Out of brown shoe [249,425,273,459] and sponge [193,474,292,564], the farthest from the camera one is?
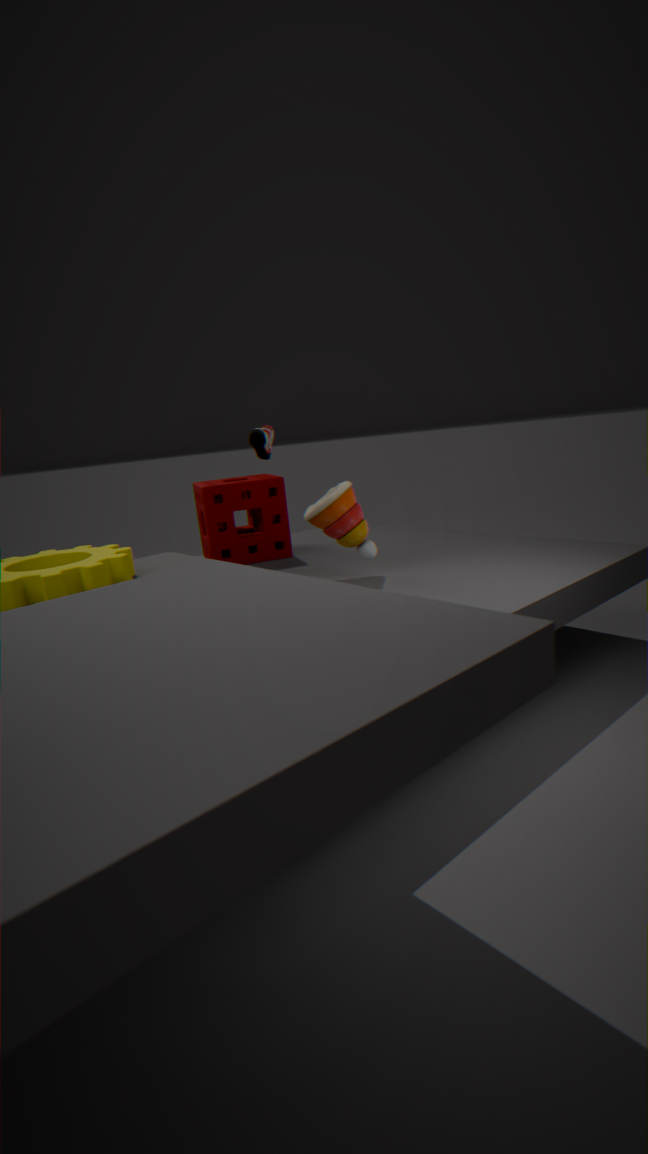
sponge [193,474,292,564]
